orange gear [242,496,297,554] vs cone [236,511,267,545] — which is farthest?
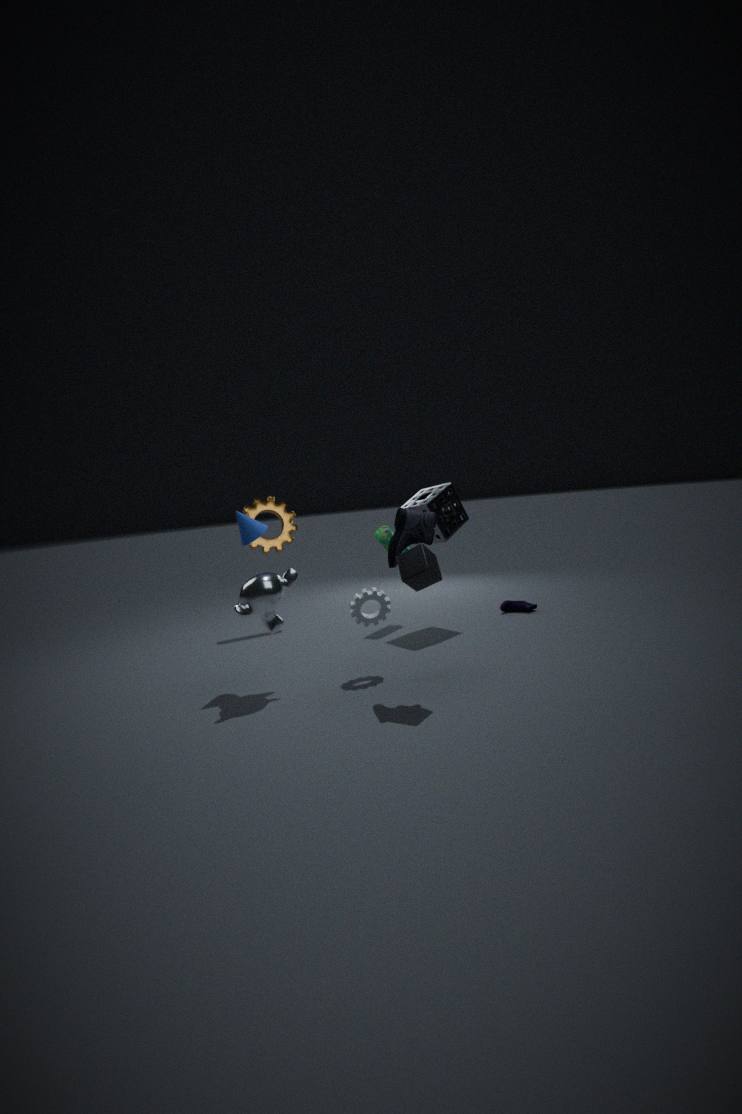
orange gear [242,496,297,554]
